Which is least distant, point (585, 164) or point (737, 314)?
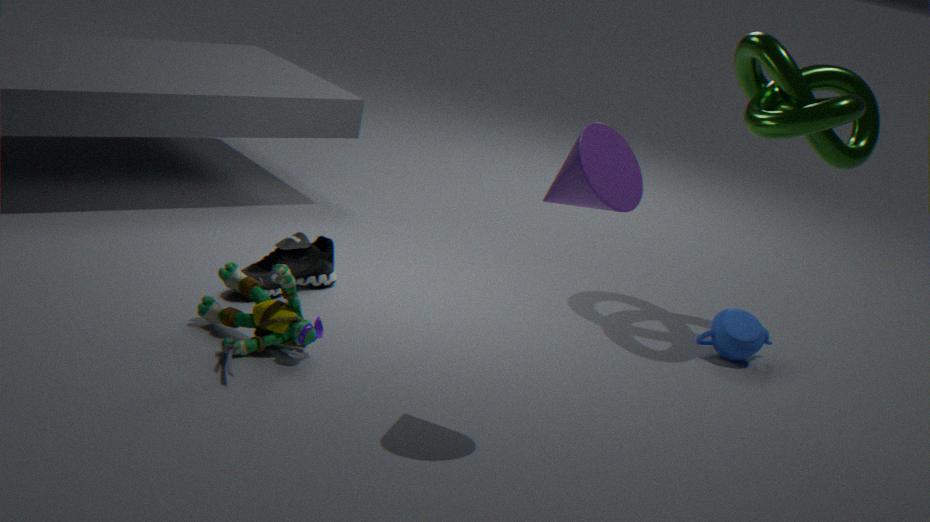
point (585, 164)
